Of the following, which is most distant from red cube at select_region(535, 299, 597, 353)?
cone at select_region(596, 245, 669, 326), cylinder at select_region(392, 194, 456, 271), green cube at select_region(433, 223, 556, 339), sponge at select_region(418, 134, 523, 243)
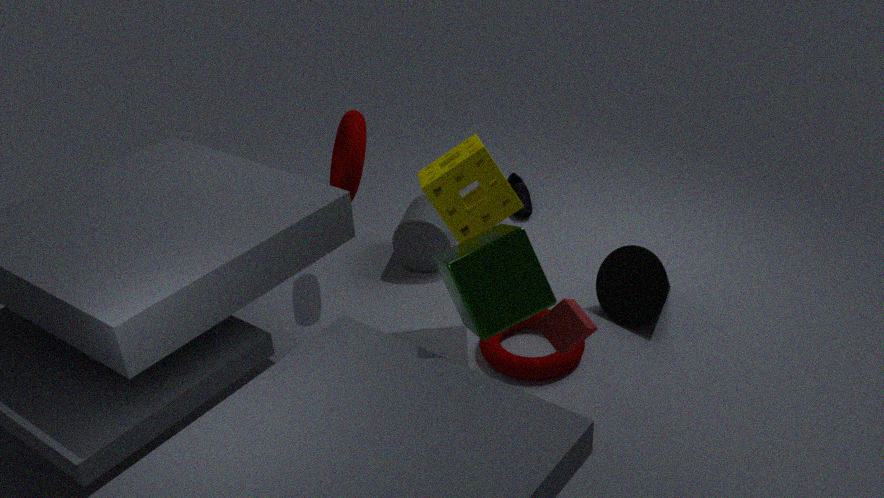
cylinder at select_region(392, 194, 456, 271)
